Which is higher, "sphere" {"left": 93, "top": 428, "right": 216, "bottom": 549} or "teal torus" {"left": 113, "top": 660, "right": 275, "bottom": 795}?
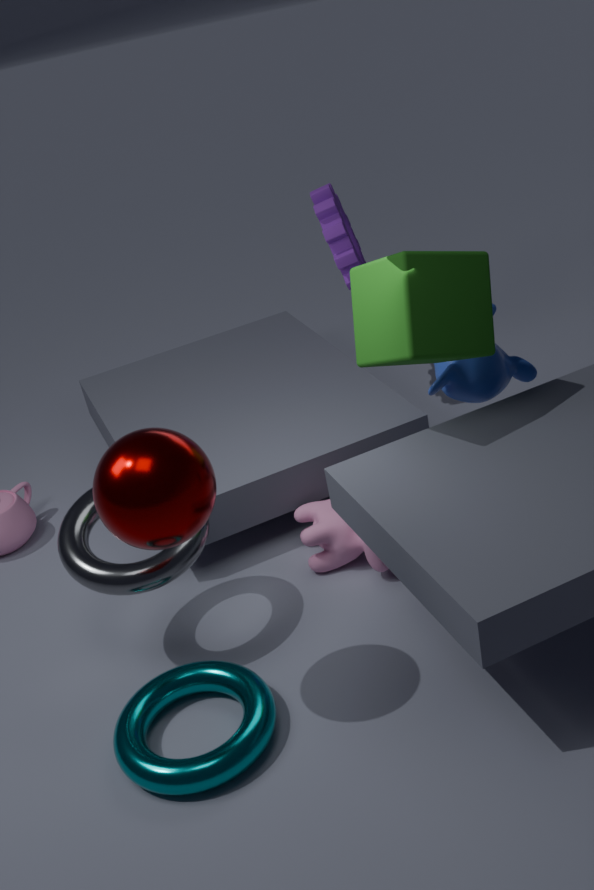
"sphere" {"left": 93, "top": 428, "right": 216, "bottom": 549}
